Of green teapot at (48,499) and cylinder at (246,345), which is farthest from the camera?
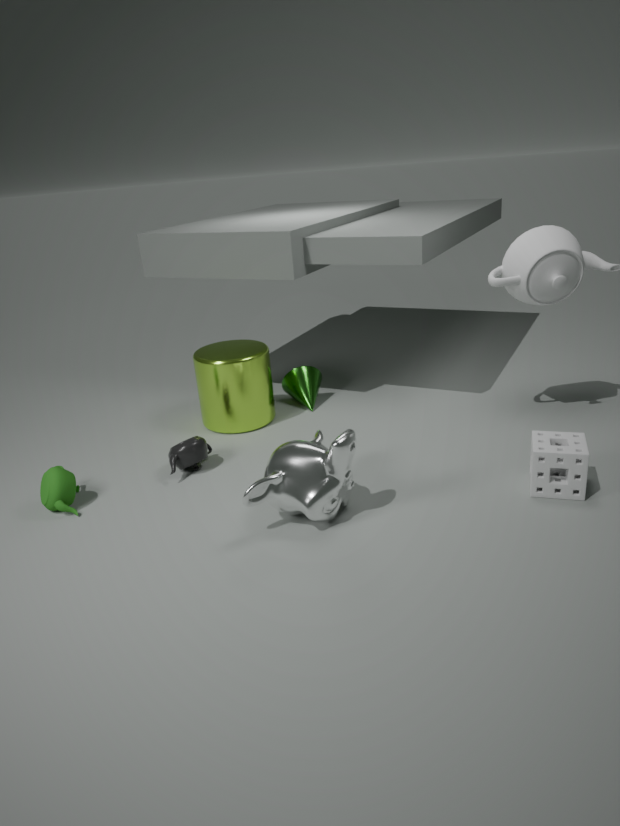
cylinder at (246,345)
